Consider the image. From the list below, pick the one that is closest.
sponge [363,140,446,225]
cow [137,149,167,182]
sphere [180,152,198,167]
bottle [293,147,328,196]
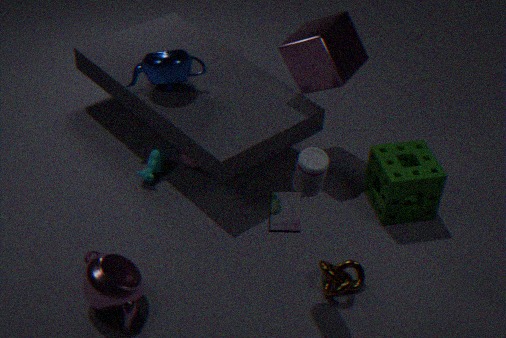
bottle [293,147,328,196]
